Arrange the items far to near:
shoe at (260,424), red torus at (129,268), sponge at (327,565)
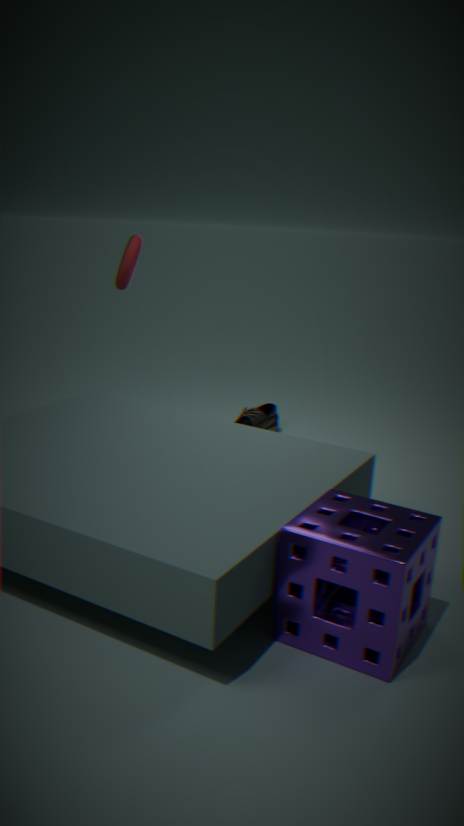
shoe at (260,424) → red torus at (129,268) → sponge at (327,565)
